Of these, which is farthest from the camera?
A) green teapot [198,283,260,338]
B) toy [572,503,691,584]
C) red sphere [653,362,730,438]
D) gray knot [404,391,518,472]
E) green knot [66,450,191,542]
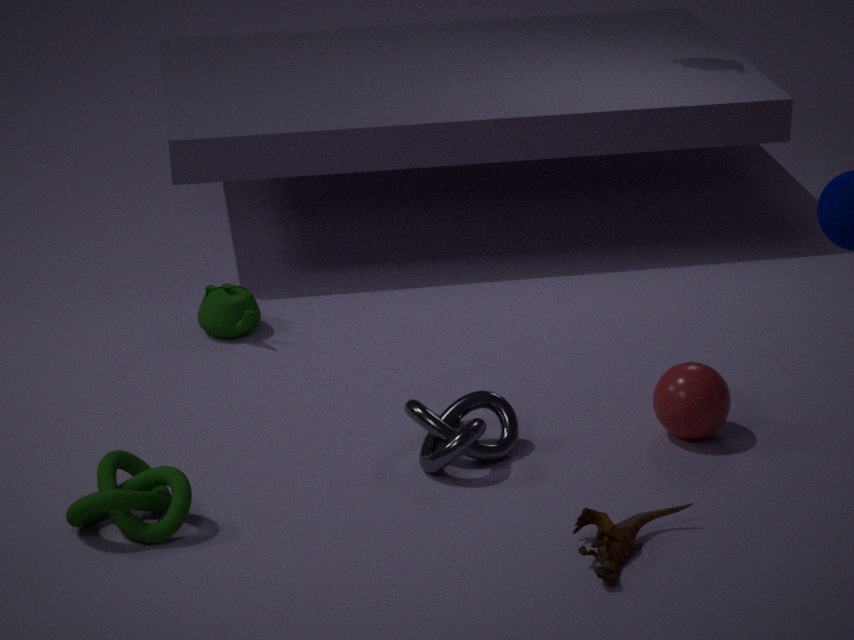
green teapot [198,283,260,338]
